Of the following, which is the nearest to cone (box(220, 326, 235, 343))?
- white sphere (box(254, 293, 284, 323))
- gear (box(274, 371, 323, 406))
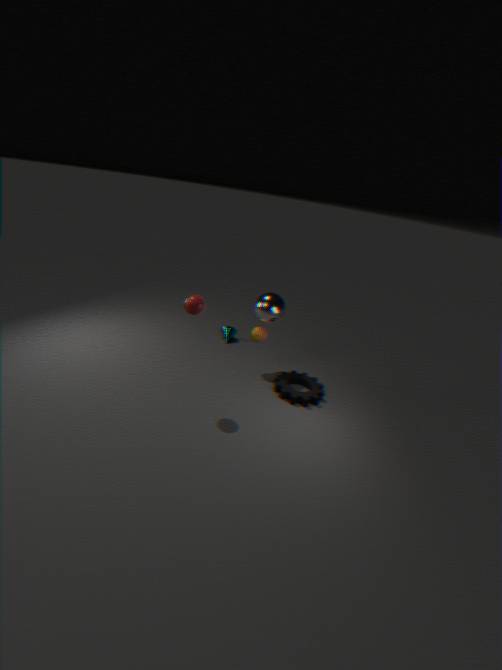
white sphere (box(254, 293, 284, 323))
